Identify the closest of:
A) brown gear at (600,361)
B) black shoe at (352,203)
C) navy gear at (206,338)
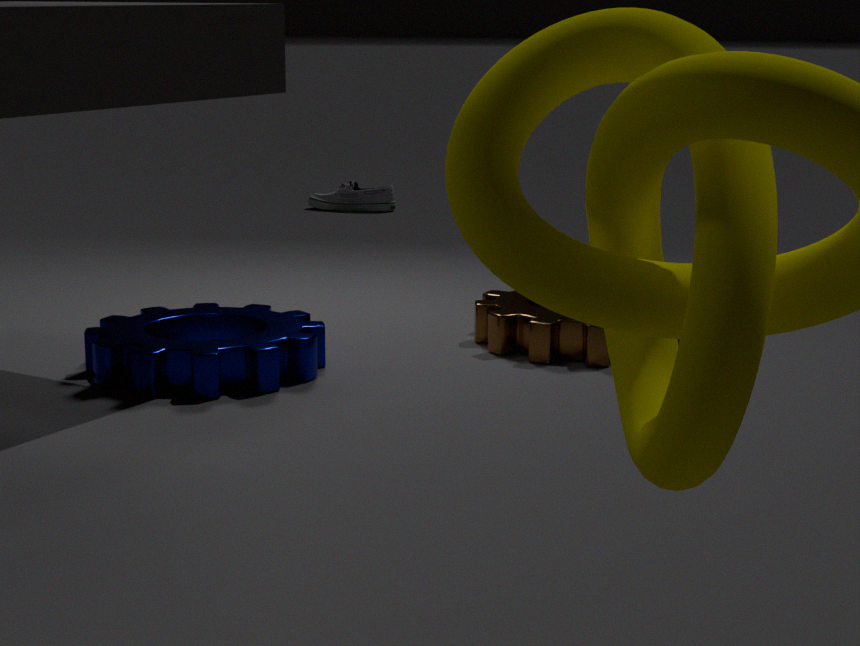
navy gear at (206,338)
